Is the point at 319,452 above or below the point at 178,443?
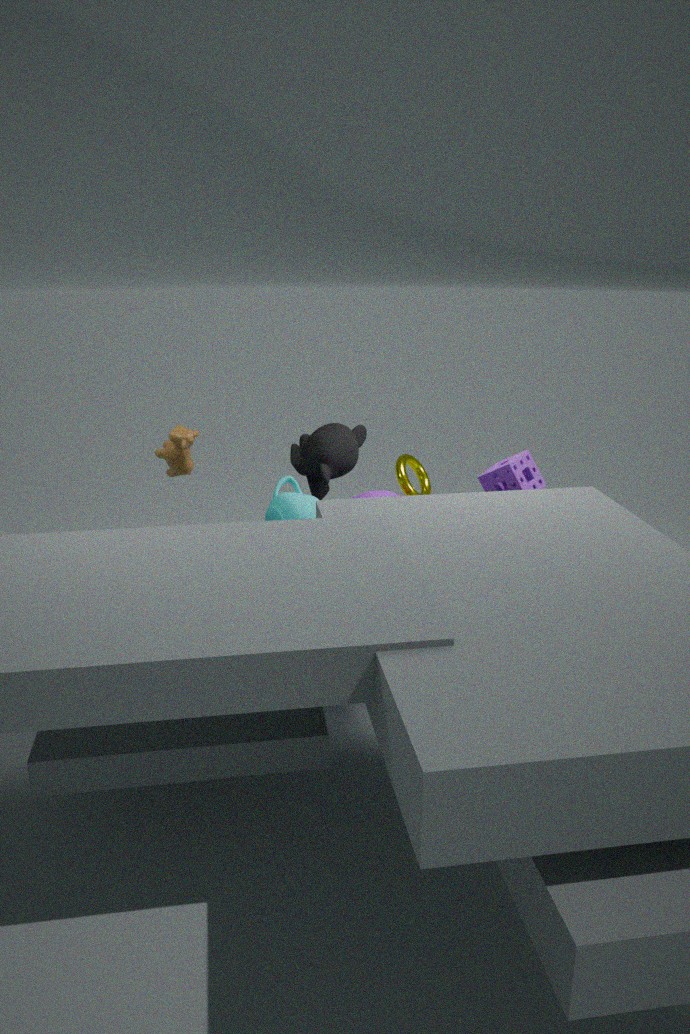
below
